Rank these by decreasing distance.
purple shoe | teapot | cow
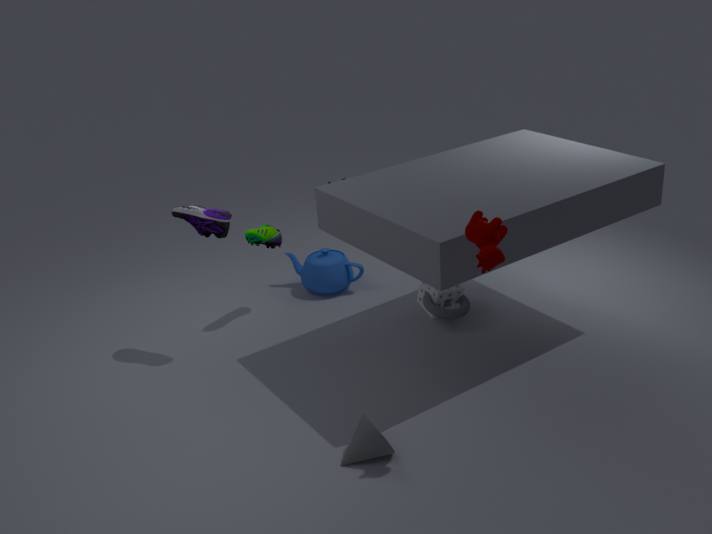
teapot, purple shoe, cow
